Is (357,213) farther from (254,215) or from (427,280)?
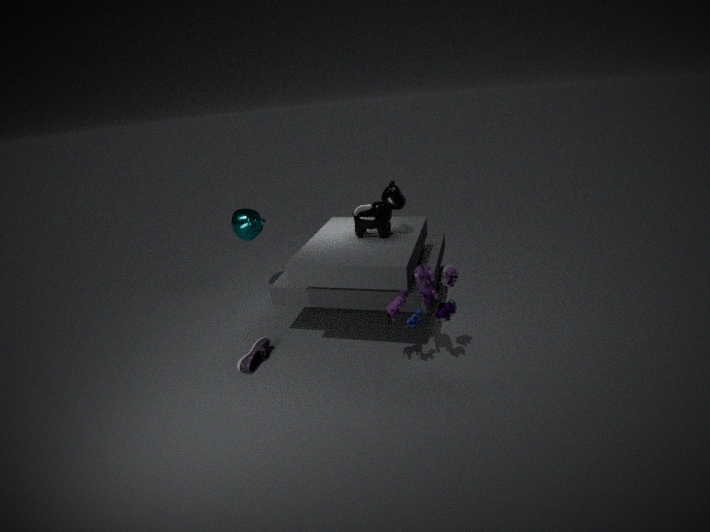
(254,215)
